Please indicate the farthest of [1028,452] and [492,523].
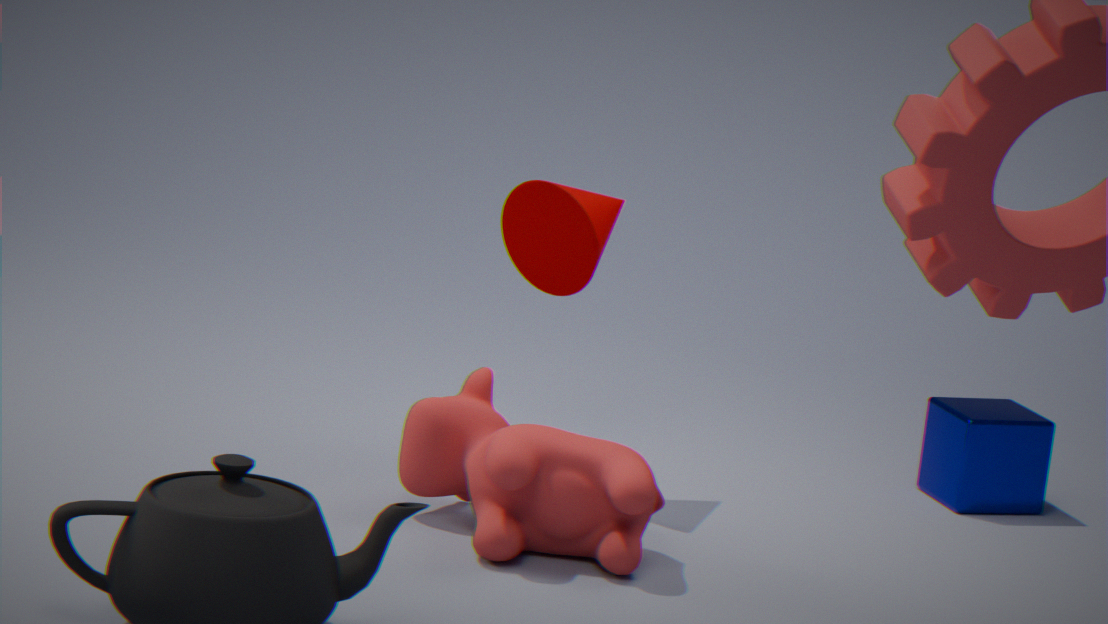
[1028,452]
